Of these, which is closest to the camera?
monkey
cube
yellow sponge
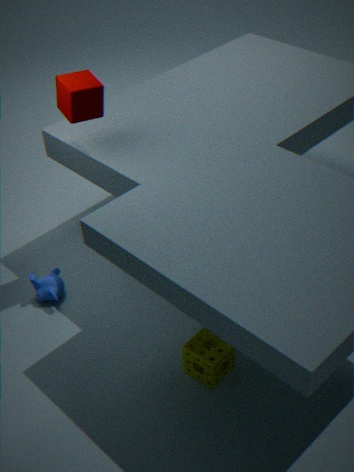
yellow sponge
